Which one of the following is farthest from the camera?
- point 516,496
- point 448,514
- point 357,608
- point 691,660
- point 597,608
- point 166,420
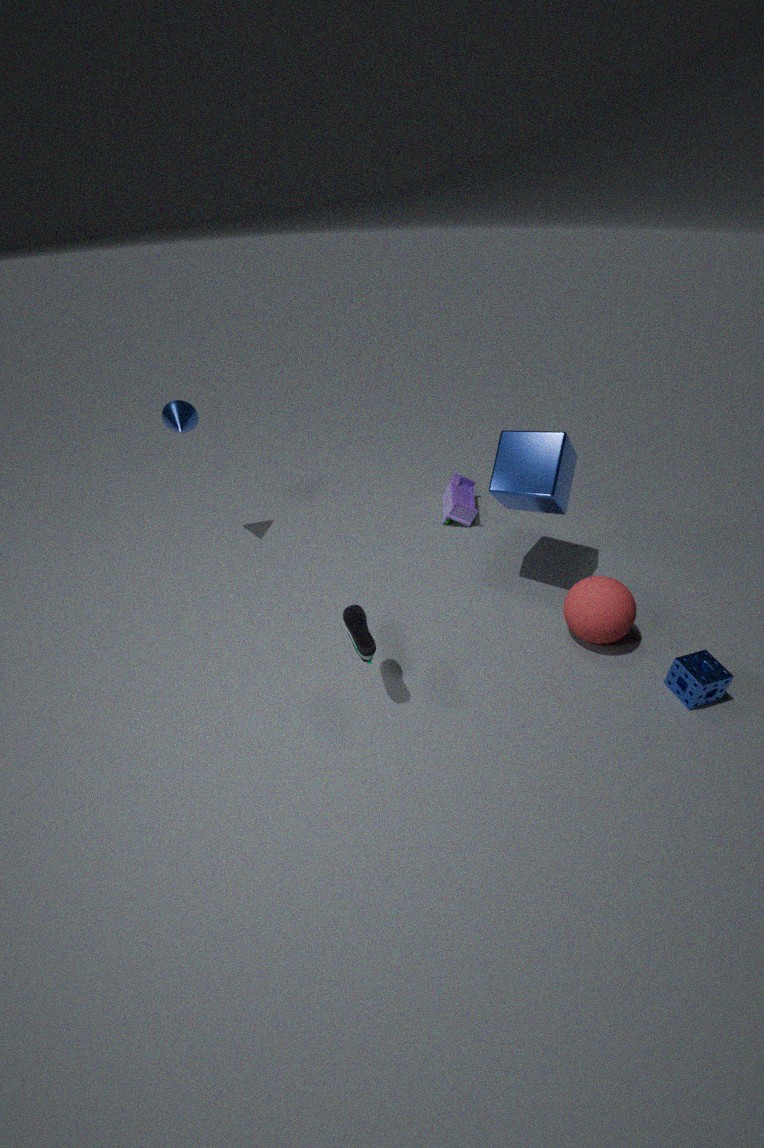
point 448,514
